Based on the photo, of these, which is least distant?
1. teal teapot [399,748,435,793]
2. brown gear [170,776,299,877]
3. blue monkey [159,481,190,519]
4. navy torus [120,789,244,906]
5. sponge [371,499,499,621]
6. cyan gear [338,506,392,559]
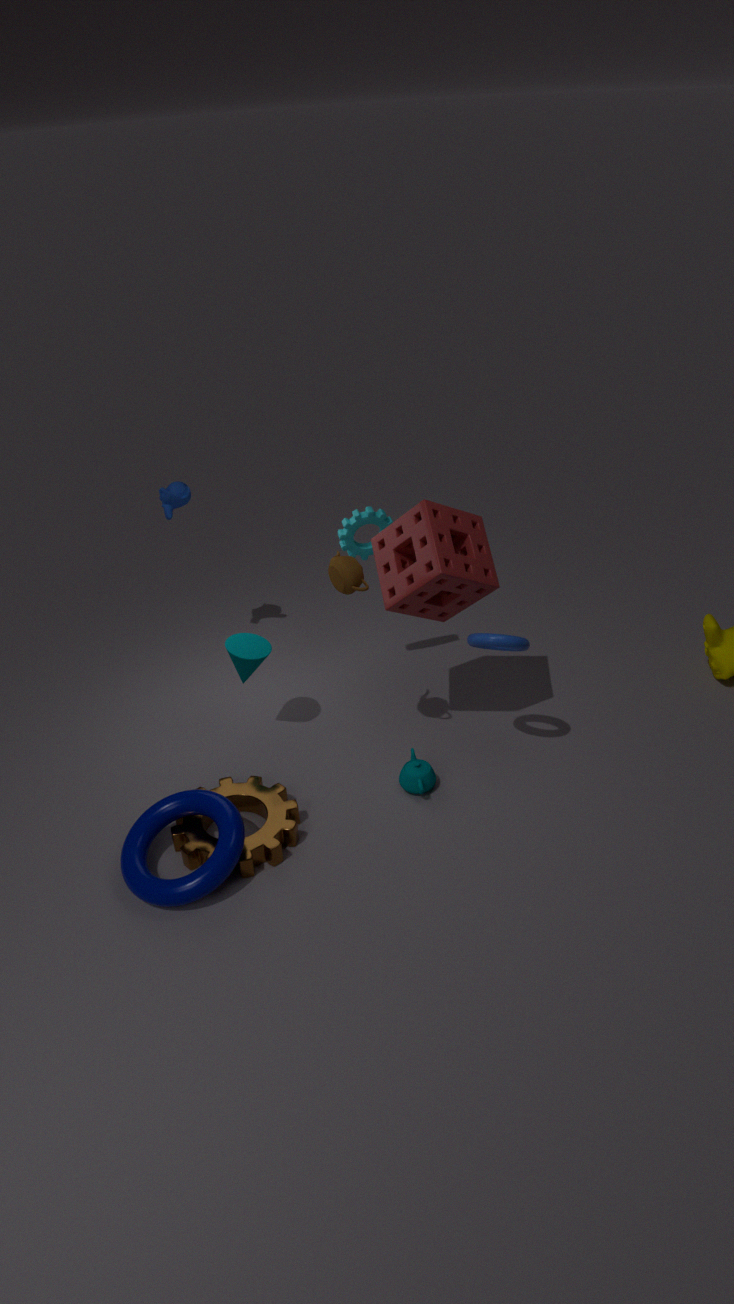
navy torus [120,789,244,906]
